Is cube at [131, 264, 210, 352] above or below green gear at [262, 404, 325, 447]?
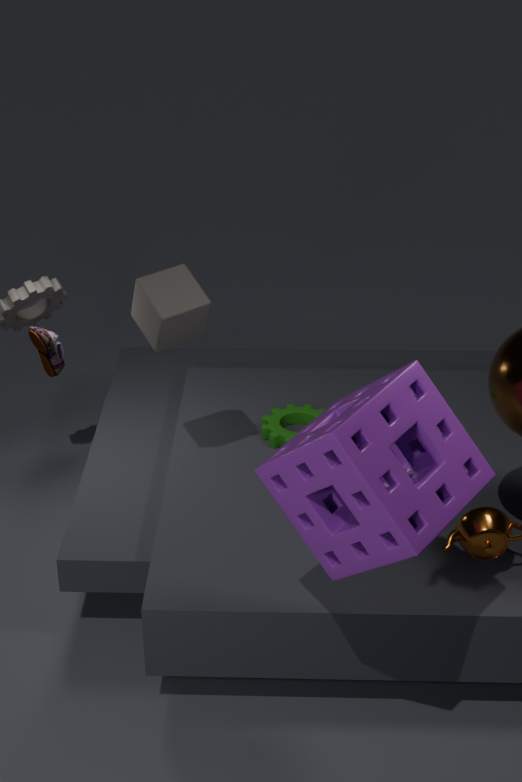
above
